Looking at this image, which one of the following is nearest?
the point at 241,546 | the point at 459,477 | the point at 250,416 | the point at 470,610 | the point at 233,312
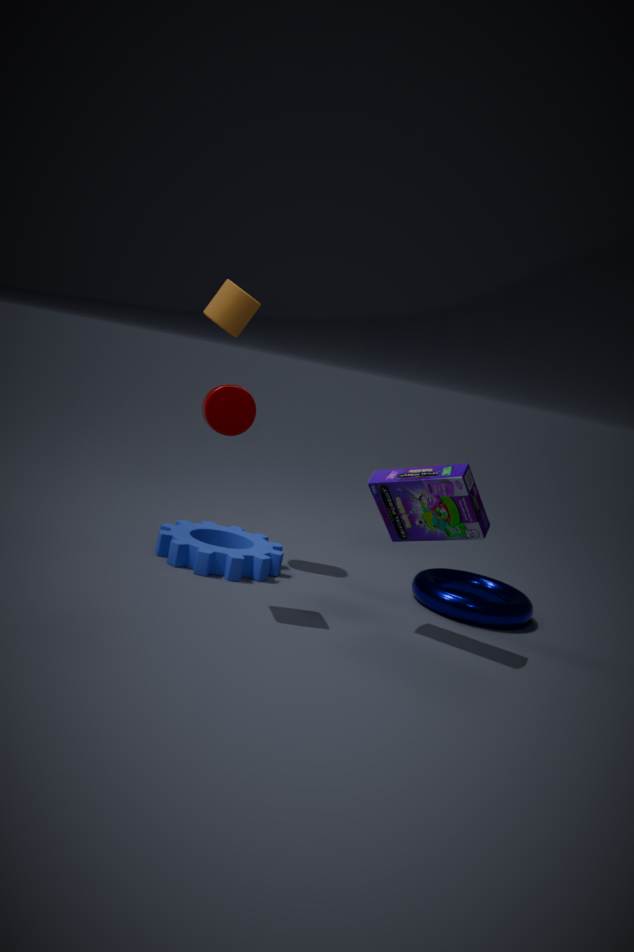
the point at 250,416
